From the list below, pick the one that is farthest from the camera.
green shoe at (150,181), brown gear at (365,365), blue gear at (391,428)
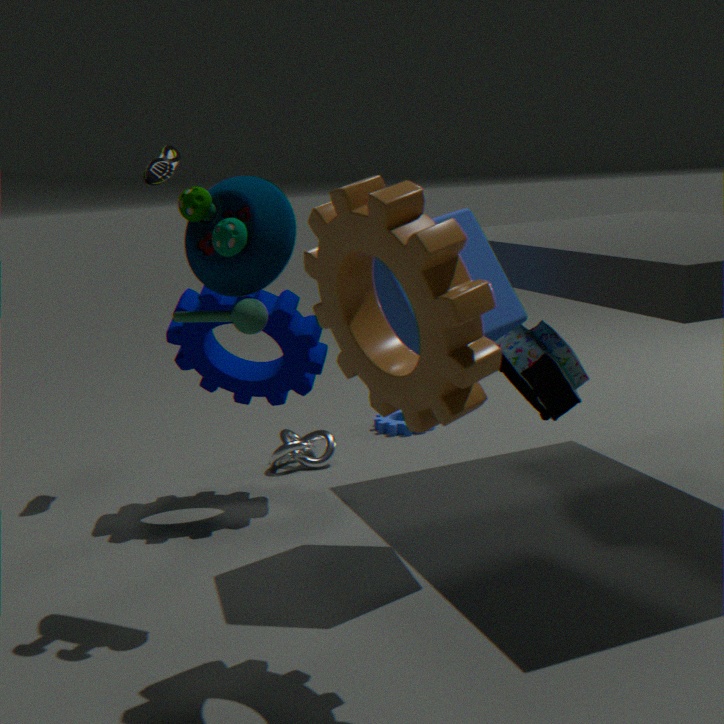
blue gear at (391,428)
